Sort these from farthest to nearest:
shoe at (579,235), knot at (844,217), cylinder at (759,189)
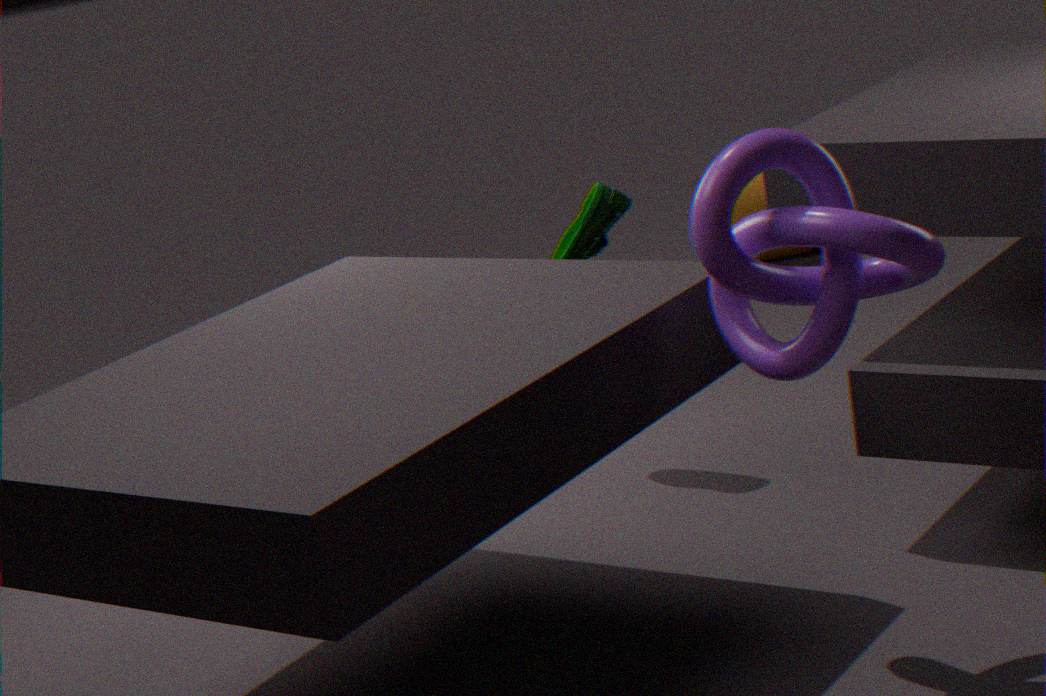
cylinder at (759,189), shoe at (579,235), knot at (844,217)
